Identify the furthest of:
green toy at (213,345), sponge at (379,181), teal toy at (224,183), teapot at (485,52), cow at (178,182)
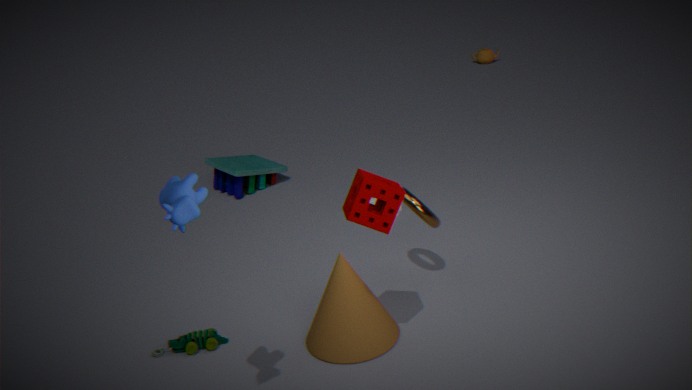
teapot at (485,52)
